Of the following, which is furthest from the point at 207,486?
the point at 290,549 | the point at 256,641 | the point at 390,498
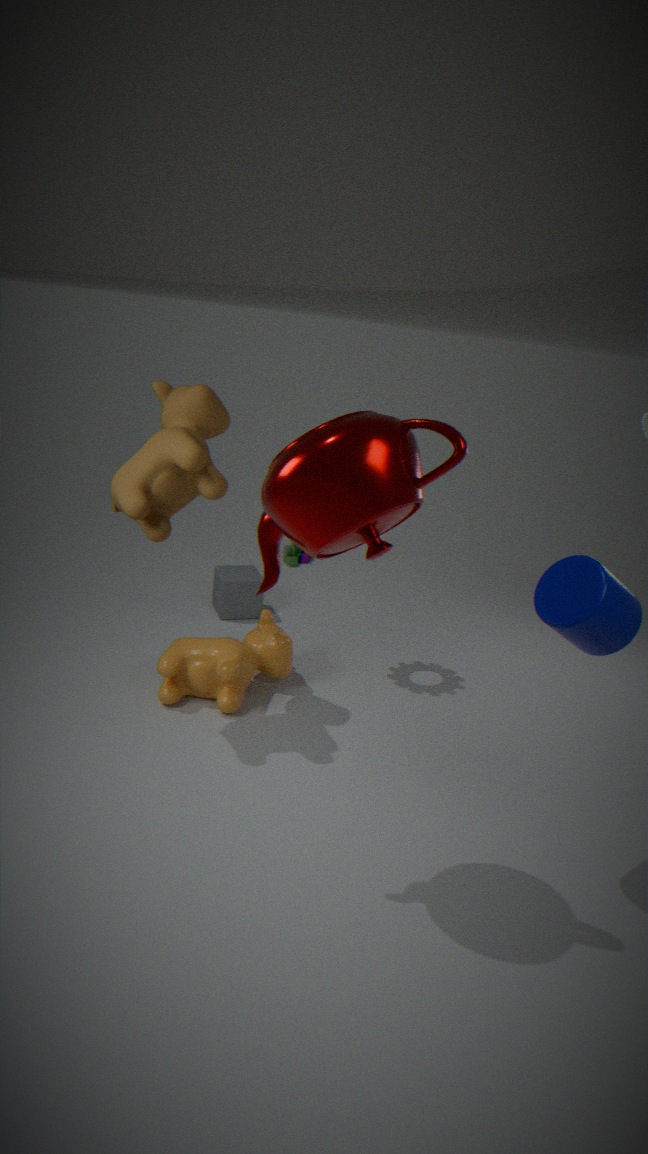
the point at 290,549
